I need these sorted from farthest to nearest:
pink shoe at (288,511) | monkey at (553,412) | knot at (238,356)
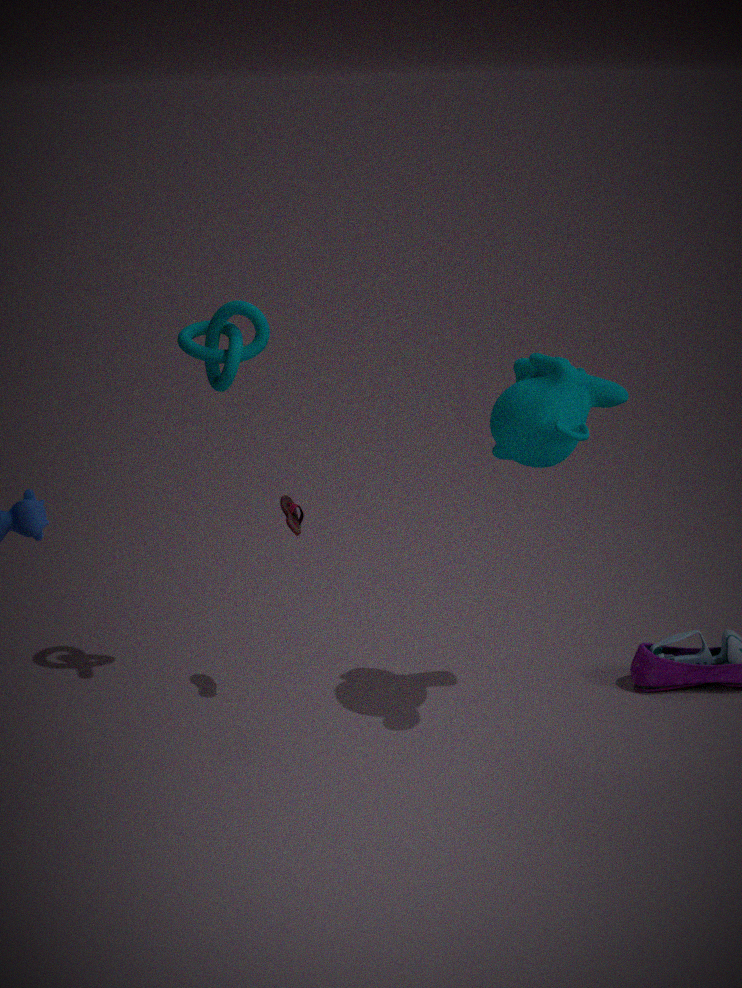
1. pink shoe at (288,511)
2. knot at (238,356)
3. monkey at (553,412)
